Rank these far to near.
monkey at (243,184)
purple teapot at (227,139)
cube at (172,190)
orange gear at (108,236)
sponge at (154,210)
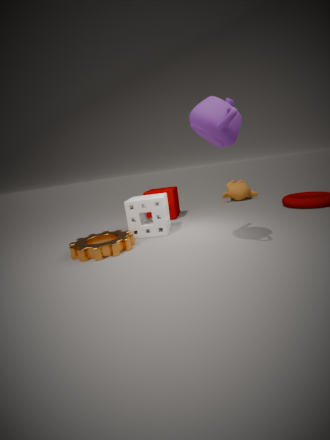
monkey at (243,184), cube at (172,190), sponge at (154,210), orange gear at (108,236), purple teapot at (227,139)
